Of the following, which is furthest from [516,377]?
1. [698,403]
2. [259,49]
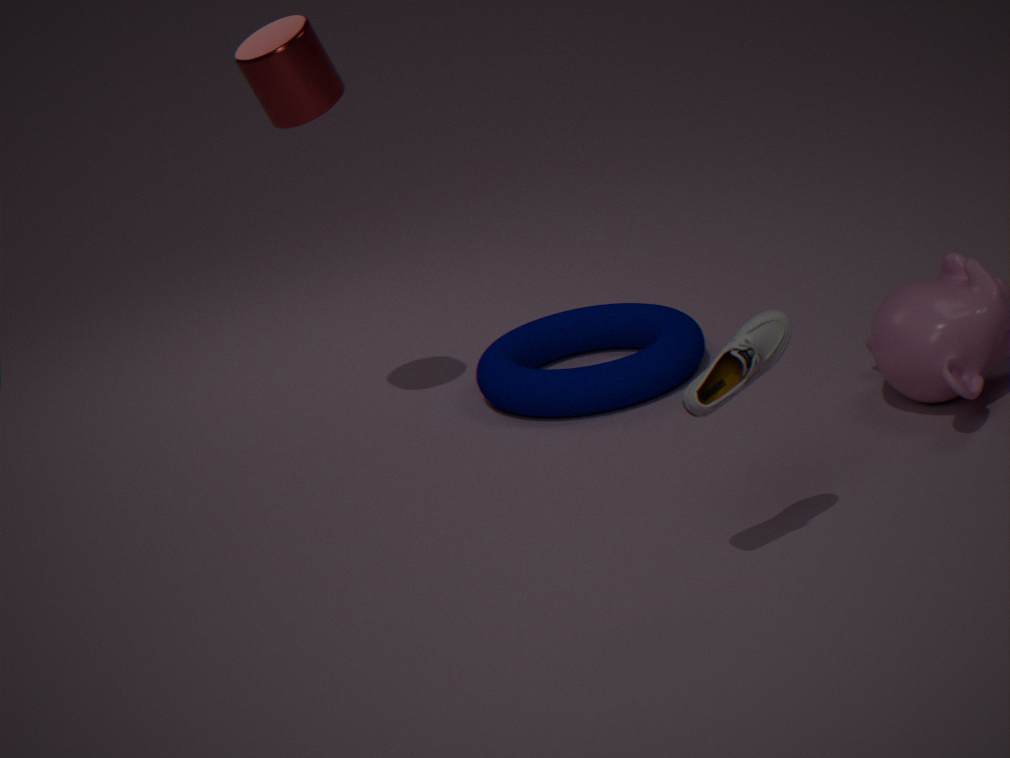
[698,403]
